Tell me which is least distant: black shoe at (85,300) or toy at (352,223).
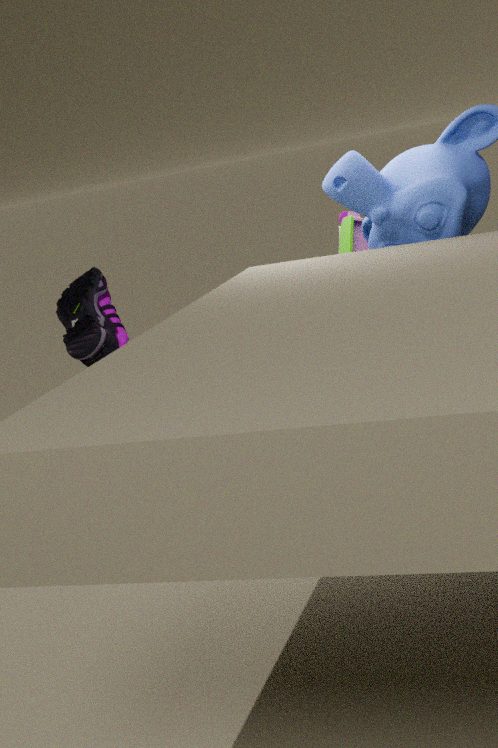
black shoe at (85,300)
